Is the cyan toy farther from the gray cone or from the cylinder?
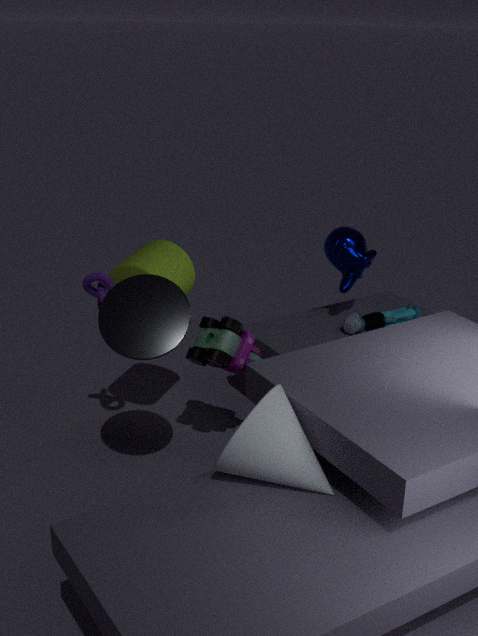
the gray cone
